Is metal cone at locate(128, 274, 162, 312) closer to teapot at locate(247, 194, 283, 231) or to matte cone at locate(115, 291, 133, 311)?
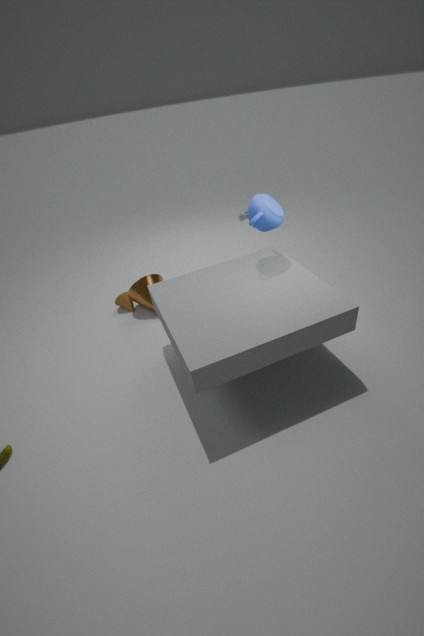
matte cone at locate(115, 291, 133, 311)
